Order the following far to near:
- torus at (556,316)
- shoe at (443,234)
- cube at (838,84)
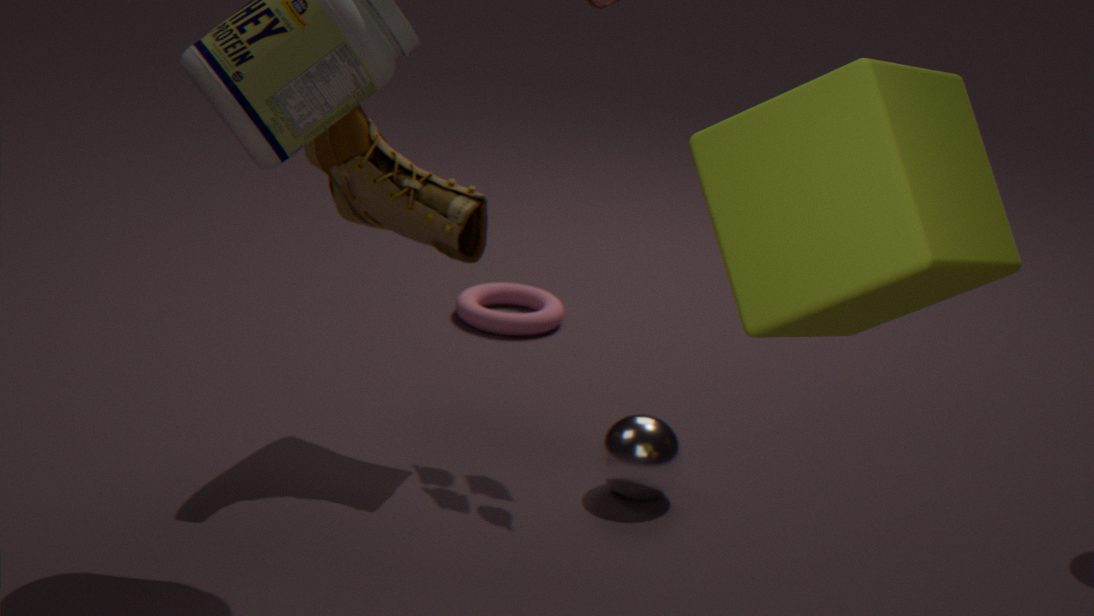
torus at (556,316), shoe at (443,234), cube at (838,84)
